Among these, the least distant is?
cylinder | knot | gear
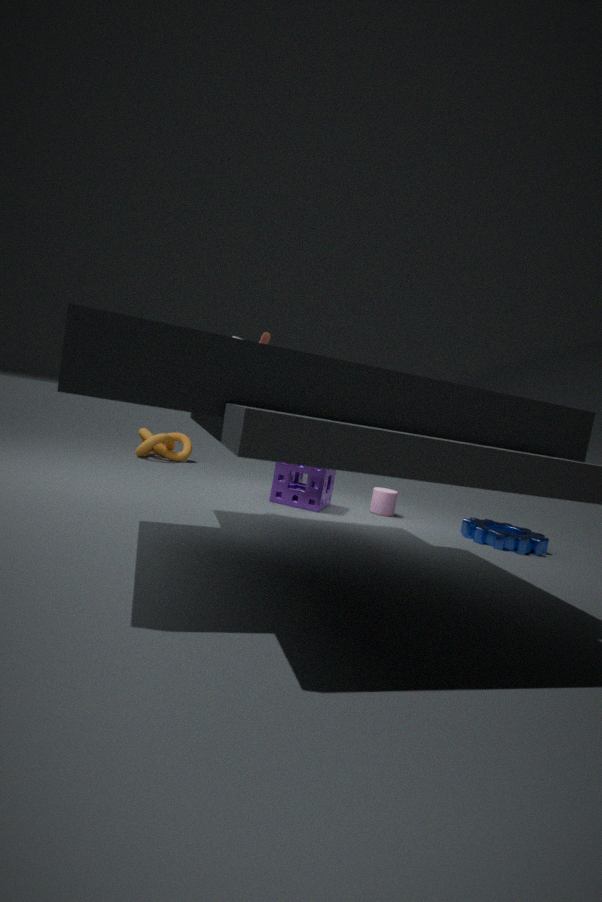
gear
